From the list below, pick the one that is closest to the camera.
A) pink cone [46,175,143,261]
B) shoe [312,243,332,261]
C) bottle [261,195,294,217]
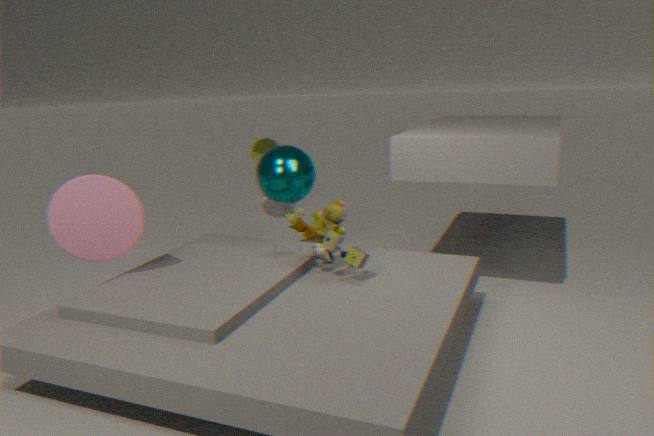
pink cone [46,175,143,261]
